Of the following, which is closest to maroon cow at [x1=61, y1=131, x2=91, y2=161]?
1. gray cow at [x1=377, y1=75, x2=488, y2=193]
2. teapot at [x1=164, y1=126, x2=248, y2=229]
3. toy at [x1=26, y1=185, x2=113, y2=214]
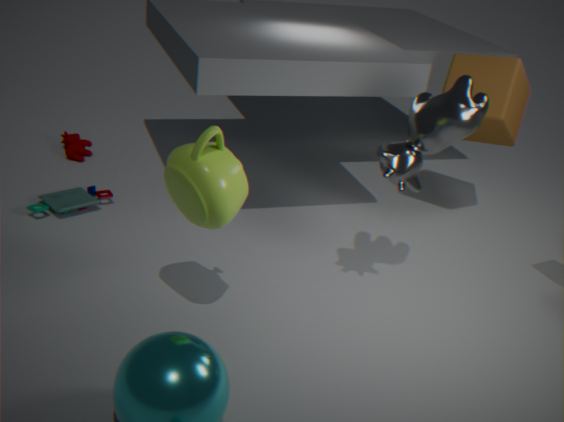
toy at [x1=26, y1=185, x2=113, y2=214]
